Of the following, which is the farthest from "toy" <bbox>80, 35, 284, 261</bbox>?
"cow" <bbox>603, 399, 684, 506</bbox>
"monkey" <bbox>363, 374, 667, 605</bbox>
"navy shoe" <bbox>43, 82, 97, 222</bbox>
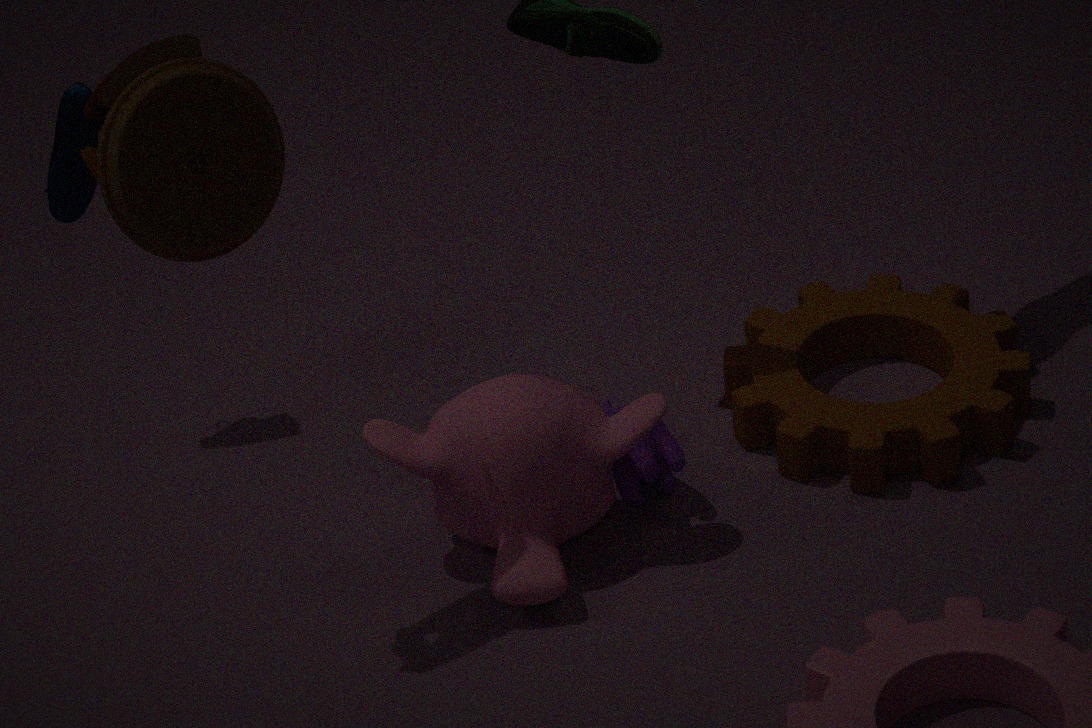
"cow" <bbox>603, 399, 684, 506</bbox>
